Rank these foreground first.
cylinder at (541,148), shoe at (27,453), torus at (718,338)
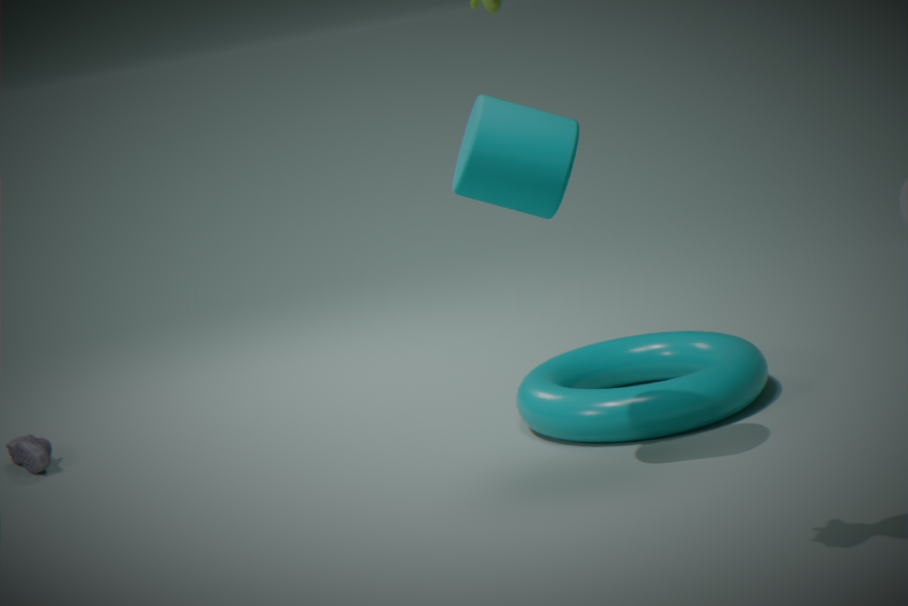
cylinder at (541,148) < torus at (718,338) < shoe at (27,453)
